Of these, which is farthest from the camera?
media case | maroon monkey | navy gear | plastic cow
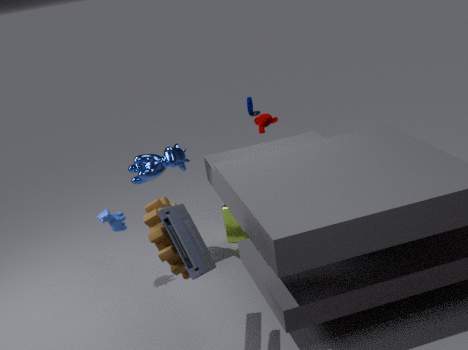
navy gear
